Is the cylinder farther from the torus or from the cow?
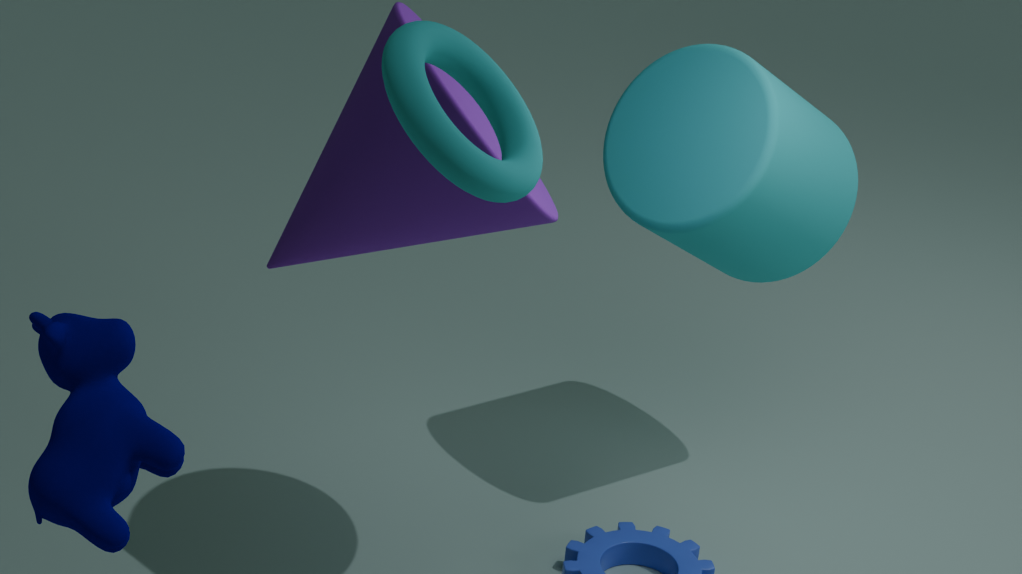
the cow
